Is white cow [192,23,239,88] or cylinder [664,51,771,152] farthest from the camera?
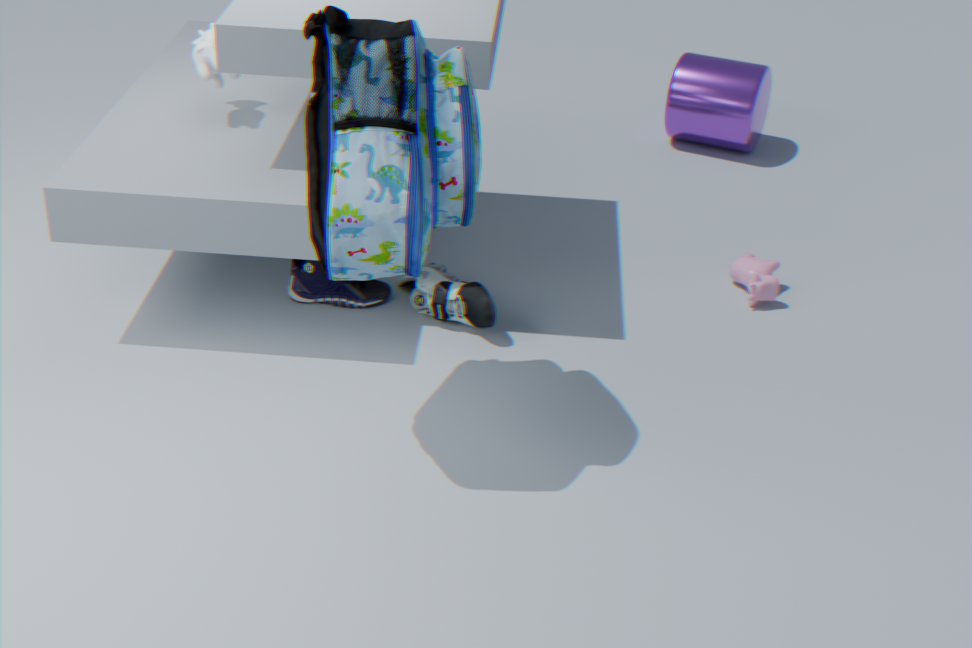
cylinder [664,51,771,152]
